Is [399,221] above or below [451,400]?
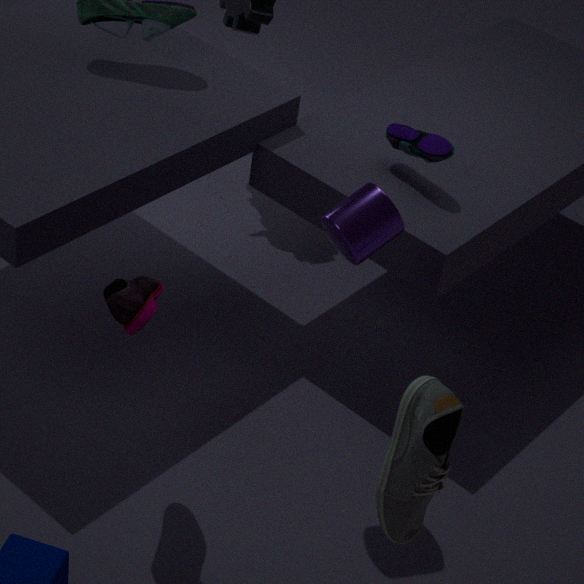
above
